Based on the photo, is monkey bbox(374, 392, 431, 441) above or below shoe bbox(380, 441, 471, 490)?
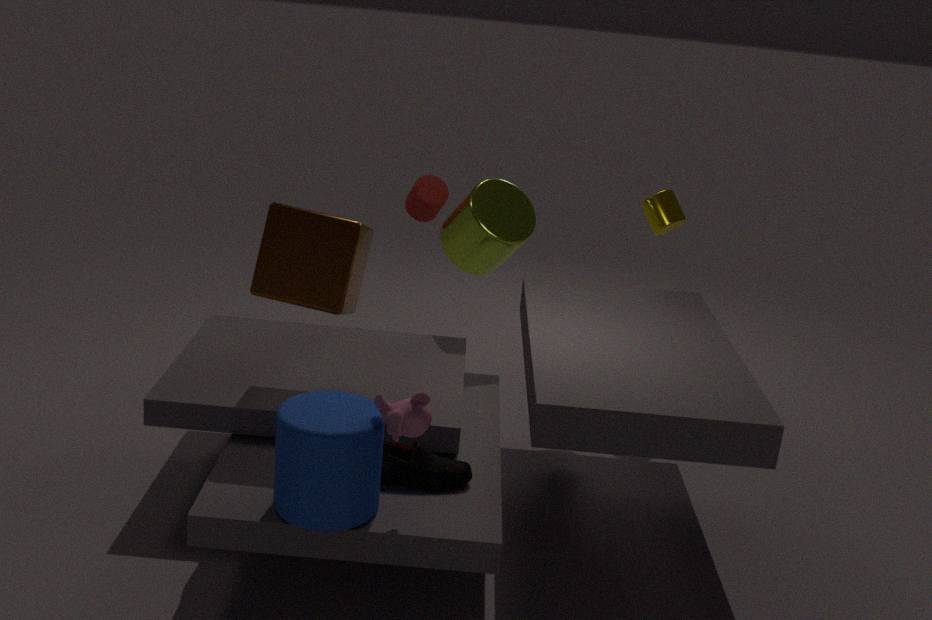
above
